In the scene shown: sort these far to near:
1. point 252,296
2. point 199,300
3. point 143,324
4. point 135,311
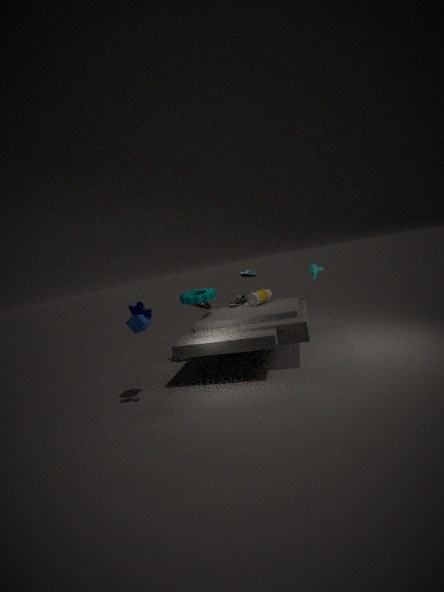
point 252,296
point 199,300
point 143,324
point 135,311
